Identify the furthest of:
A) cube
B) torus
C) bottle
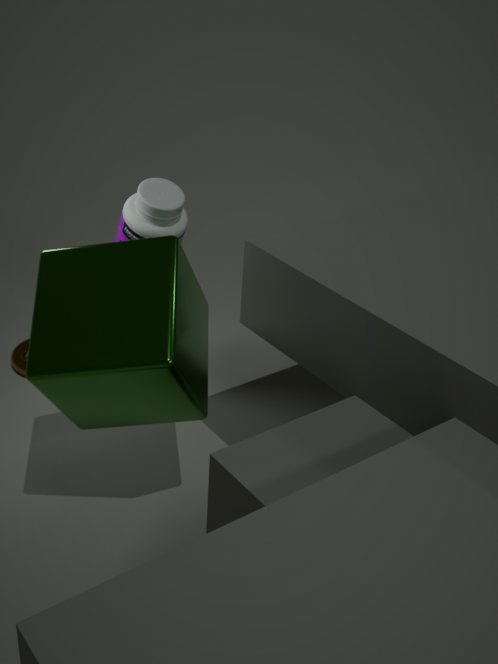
torus
